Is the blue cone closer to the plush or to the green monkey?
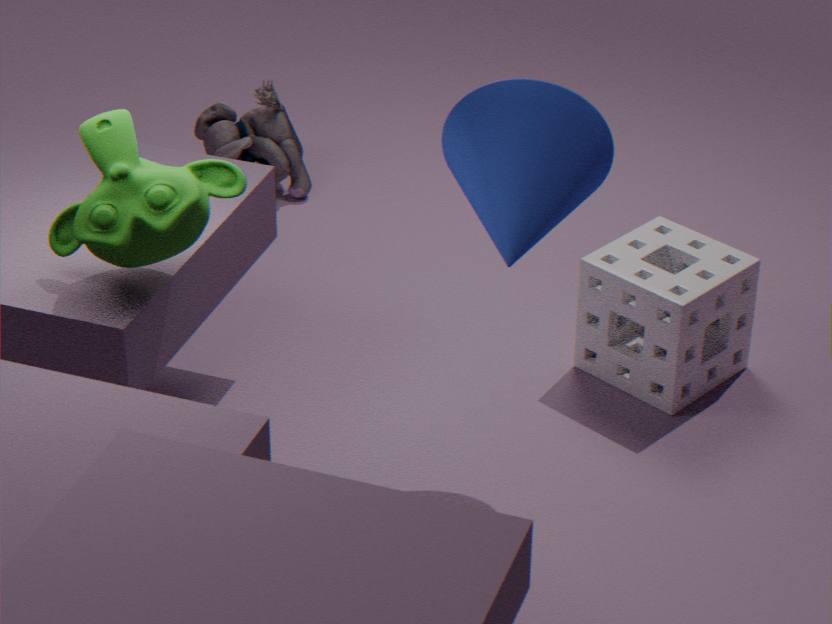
the green monkey
